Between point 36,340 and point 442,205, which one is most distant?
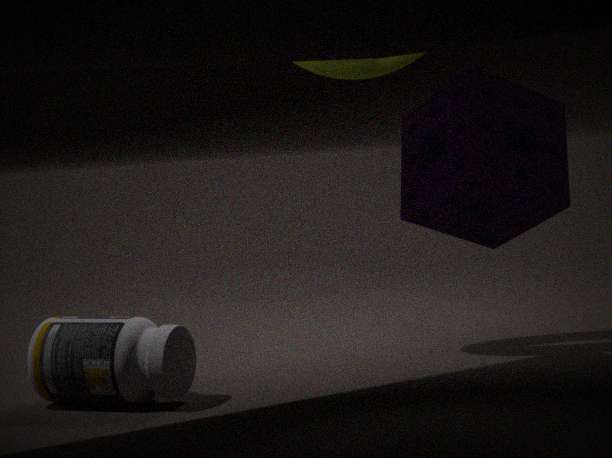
point 36,340
